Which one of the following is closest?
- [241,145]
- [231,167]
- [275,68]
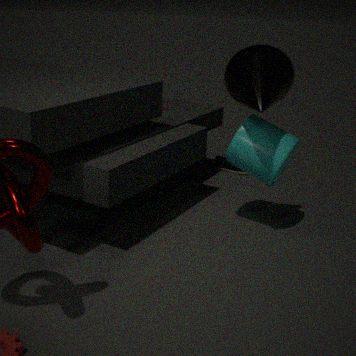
[275,68]
